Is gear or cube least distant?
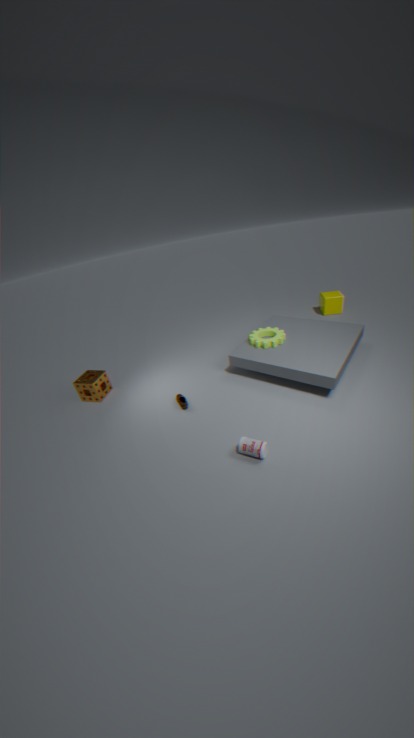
gear
